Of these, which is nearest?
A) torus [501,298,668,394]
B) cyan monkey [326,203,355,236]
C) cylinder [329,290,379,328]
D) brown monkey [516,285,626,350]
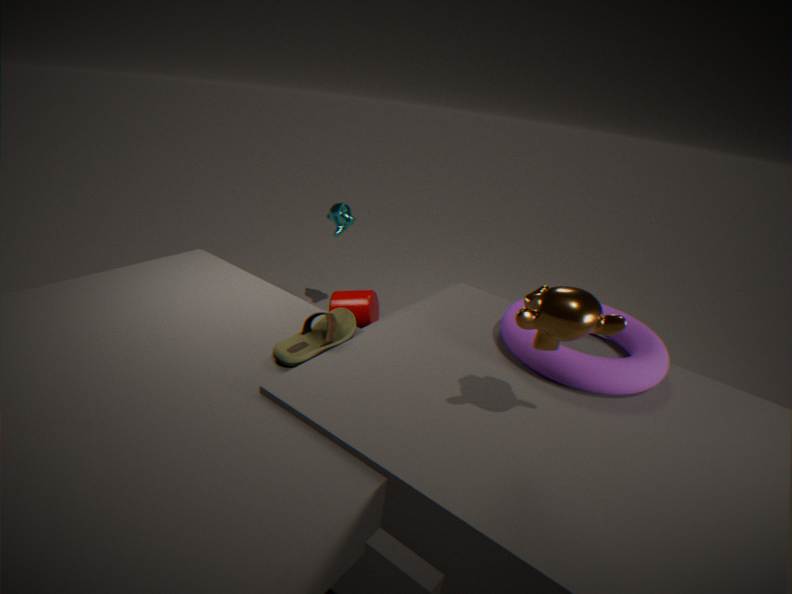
brown monkey [516,285,626,350]
